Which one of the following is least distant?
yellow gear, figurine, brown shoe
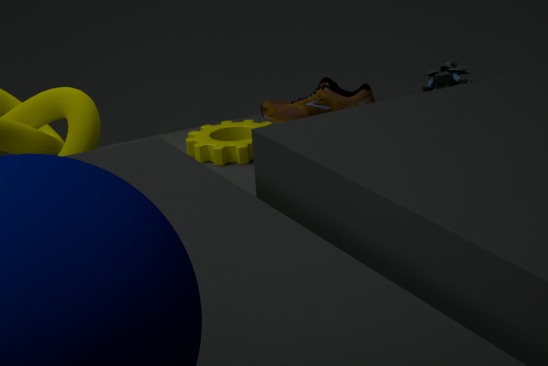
yellow gear
